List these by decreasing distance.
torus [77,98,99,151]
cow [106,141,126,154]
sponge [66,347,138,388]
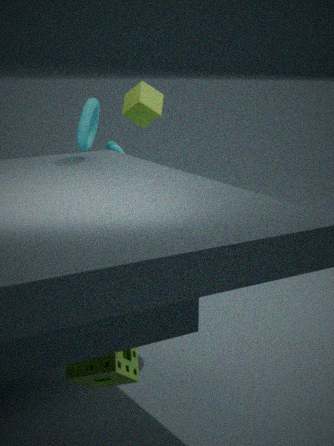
cow [106,141,126,154], torus [77,98,99,151], sponge [66,347,138,388]
